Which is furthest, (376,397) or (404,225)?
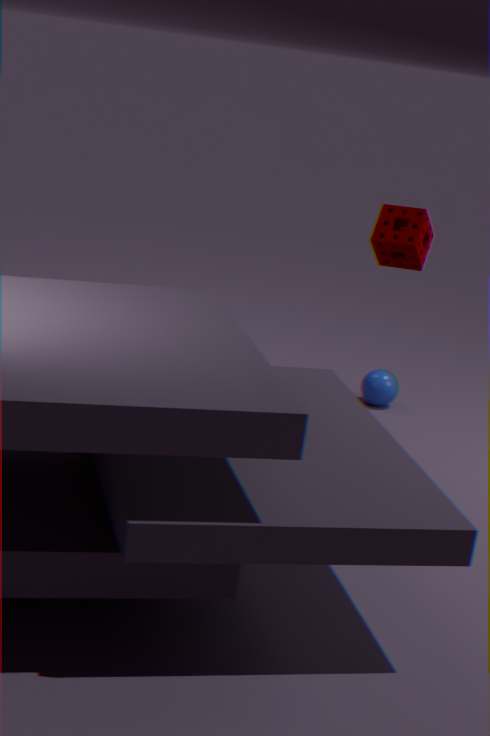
(376,397)
